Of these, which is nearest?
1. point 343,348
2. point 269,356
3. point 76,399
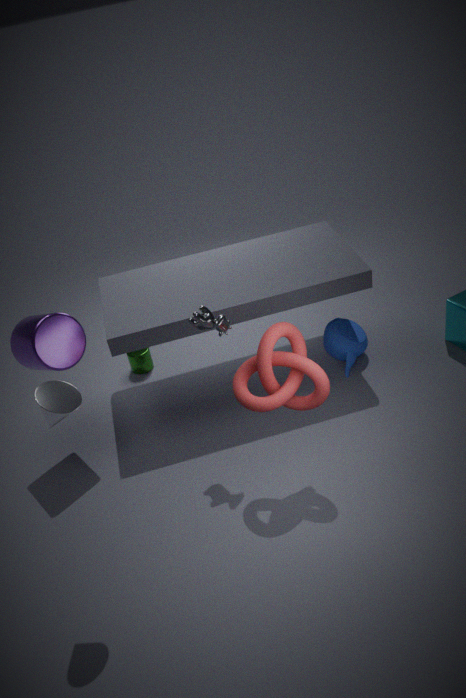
point 76,399
